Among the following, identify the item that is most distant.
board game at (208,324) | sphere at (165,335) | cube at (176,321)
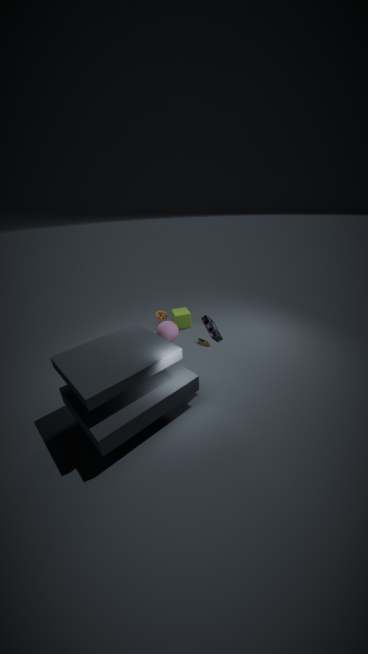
cube at (176,321)
